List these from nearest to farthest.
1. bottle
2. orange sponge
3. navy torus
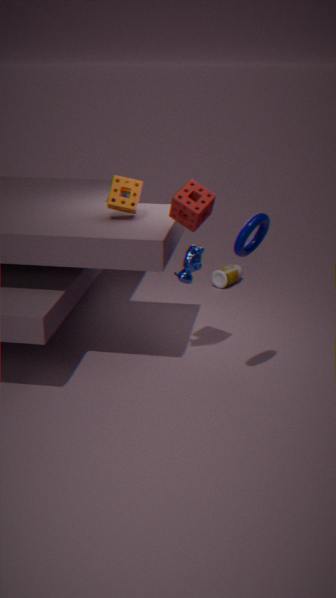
1. navy torus
2. orange sponge
3. bottle
